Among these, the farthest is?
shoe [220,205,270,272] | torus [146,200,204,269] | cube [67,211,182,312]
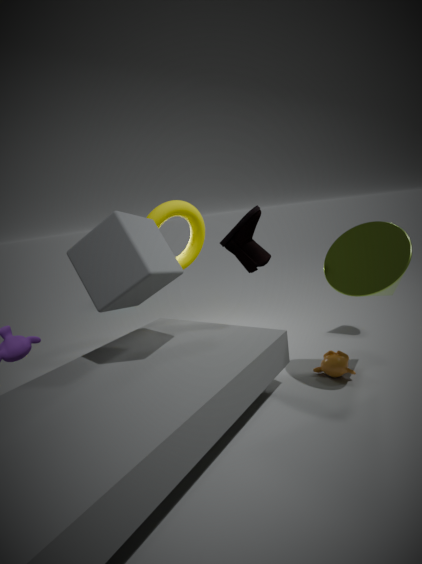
torus [146,200,204,269]
